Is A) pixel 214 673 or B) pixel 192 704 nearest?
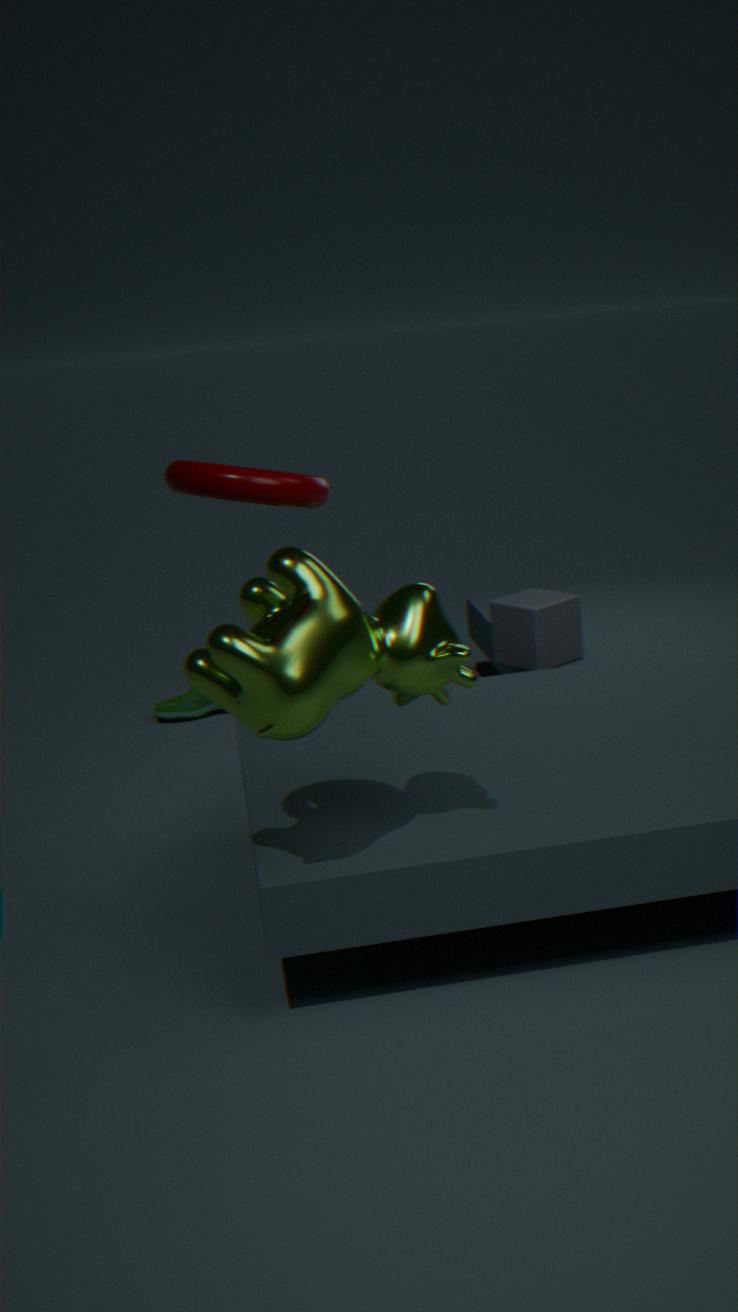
A. pixel 214 673
